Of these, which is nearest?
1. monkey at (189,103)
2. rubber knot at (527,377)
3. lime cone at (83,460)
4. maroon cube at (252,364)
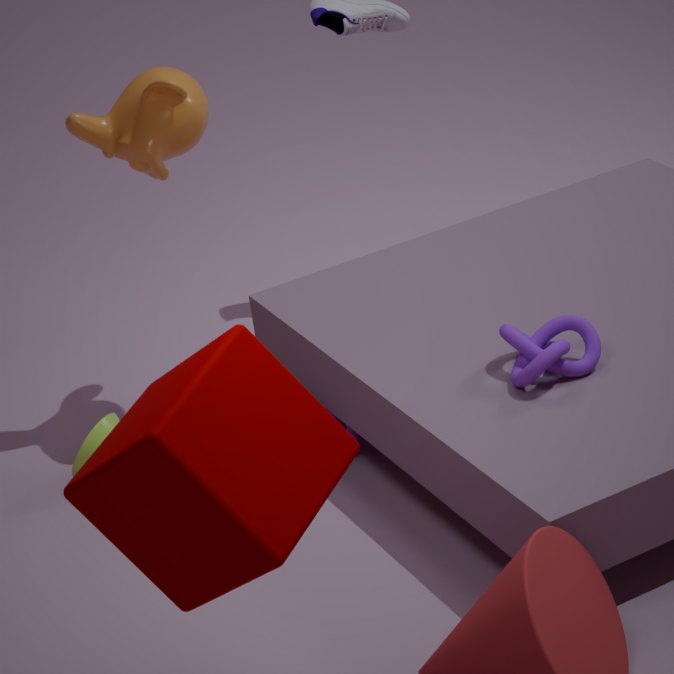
maroon cube at (252,364)
